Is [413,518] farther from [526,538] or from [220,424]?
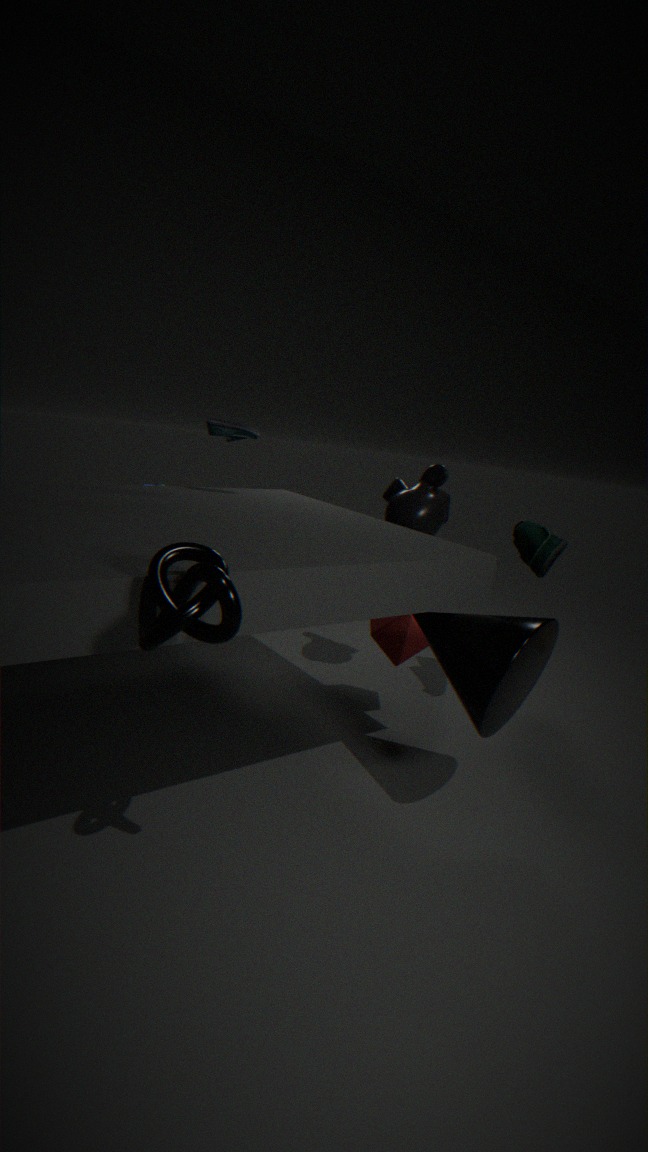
[220,424]
